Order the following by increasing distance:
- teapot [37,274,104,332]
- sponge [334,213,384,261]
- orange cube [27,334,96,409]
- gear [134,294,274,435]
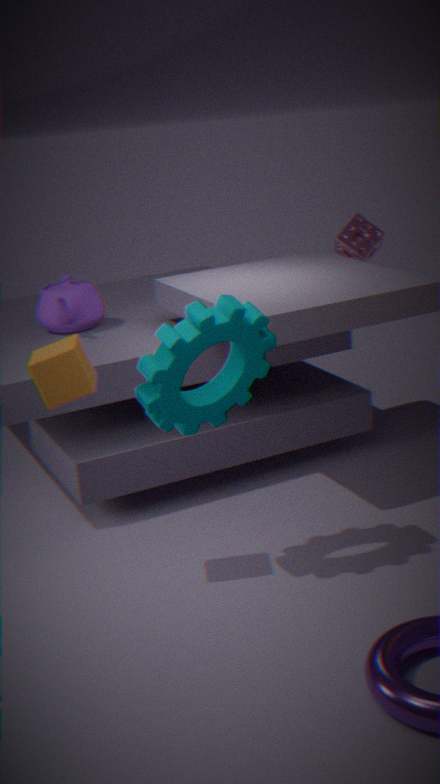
1. gear [134,294,274,435]
2. orange cube [27,334,96,409]
3. teapot [37,274,104,332]
4. sponge [334,213,384,261]
